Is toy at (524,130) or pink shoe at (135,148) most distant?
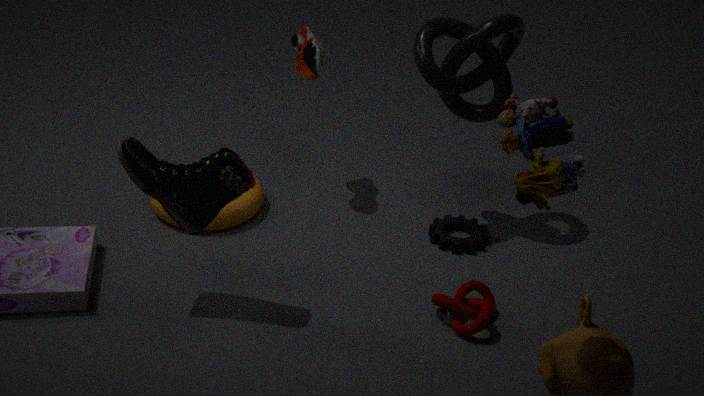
pink shoe at (135,148)
